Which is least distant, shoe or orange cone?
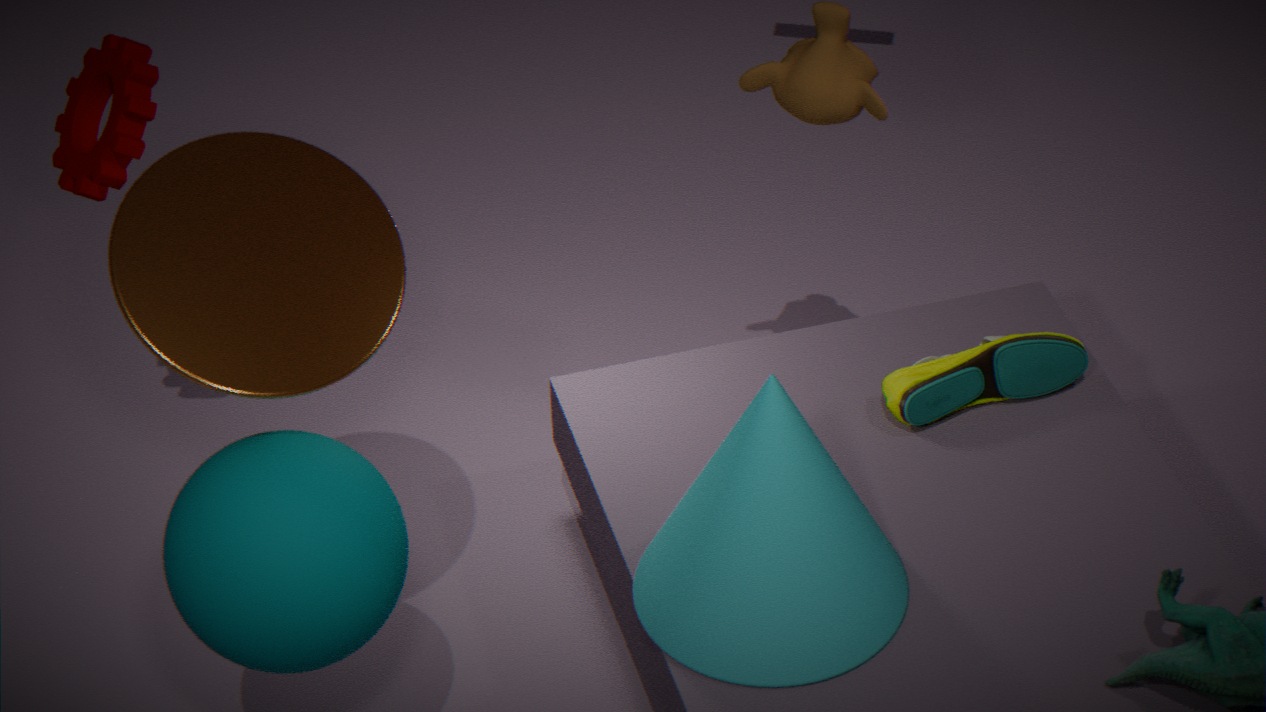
orange cone
